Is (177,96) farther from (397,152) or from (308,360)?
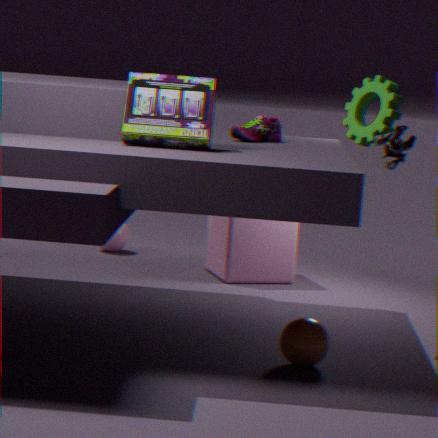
(308,360)
